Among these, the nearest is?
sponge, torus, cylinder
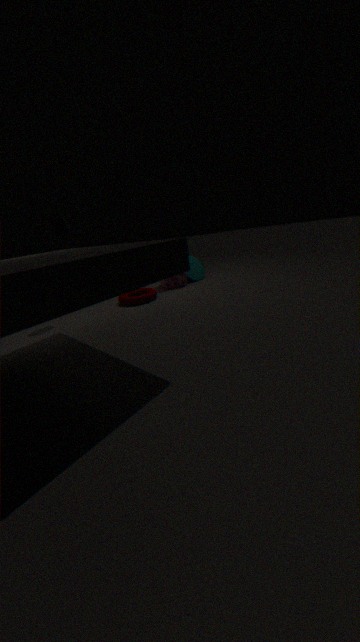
cylinder
